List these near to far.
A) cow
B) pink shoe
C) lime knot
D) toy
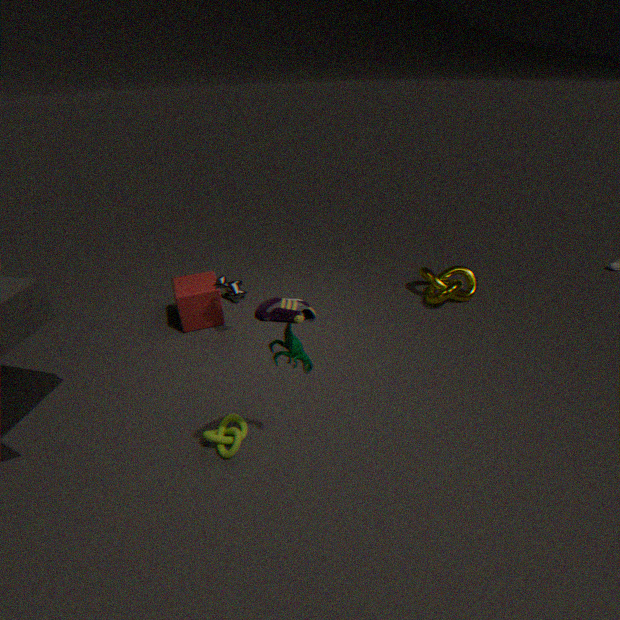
pink shoe
toy
lime knot
cow
